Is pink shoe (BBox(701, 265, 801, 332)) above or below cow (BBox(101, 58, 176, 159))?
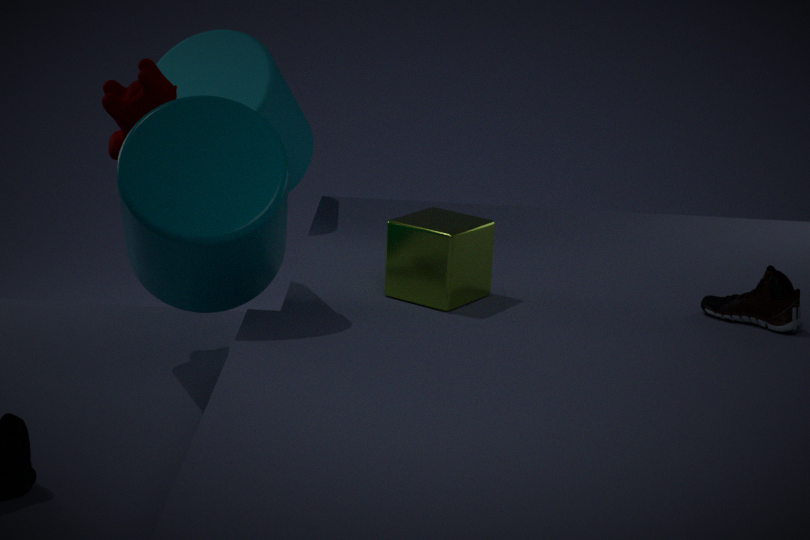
below
